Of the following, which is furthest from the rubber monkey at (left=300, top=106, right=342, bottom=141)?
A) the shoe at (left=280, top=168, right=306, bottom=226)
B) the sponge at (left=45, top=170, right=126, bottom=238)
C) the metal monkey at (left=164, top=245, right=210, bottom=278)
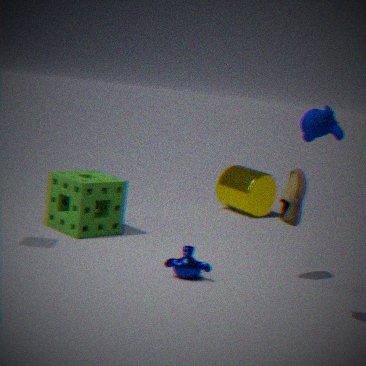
the sponge at (left=45, top=170, right=126, bottom=238)
